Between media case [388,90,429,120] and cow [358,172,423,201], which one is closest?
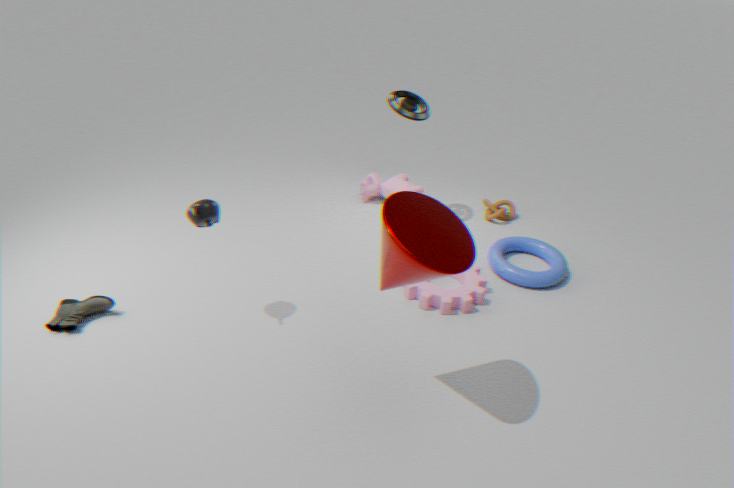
media case [388,90,429,120]
